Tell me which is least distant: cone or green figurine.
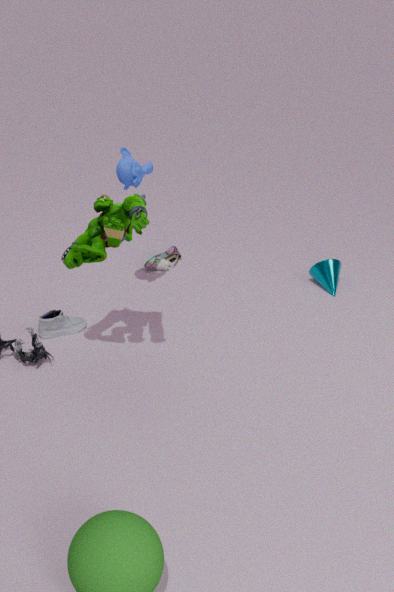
green figurine
